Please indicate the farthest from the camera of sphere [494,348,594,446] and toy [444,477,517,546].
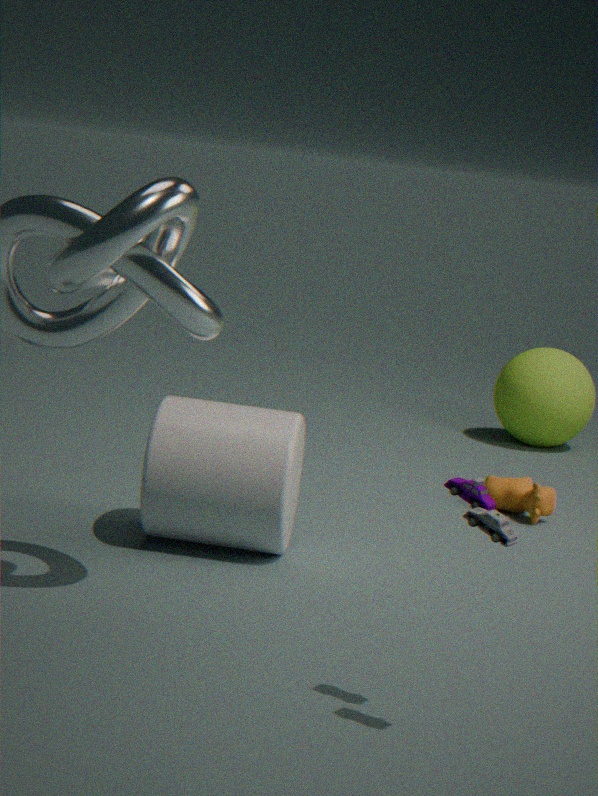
sphere [494,348,594,446]
